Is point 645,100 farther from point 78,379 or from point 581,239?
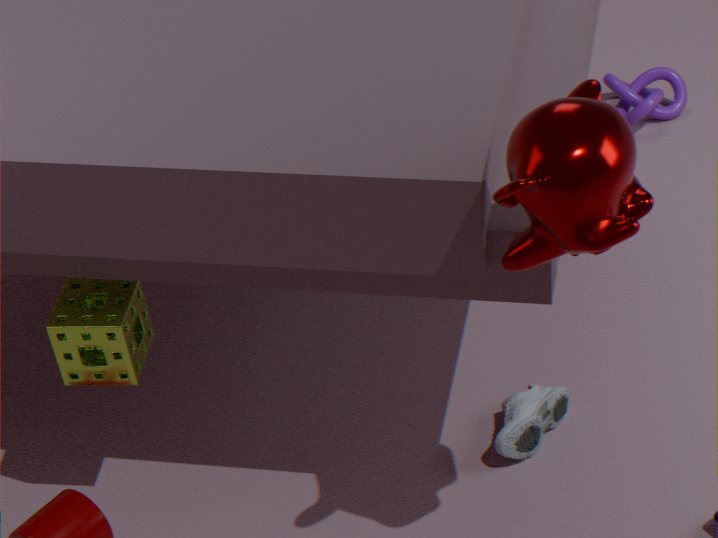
point 78,379
